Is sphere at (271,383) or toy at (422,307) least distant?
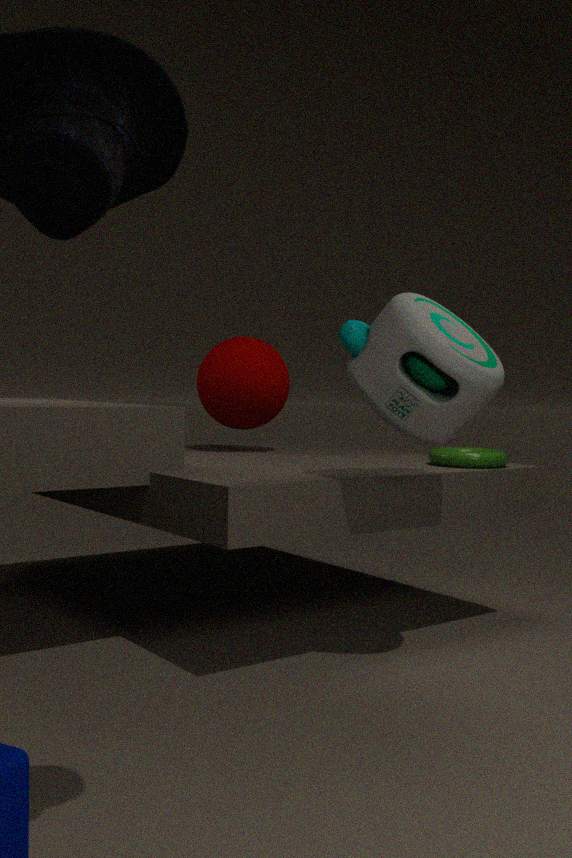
toy at (422,307)
